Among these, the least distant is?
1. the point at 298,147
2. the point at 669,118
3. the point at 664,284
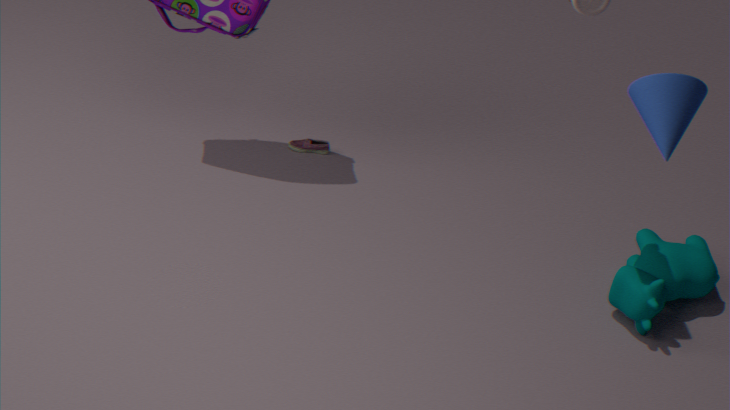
the point at 669,118
